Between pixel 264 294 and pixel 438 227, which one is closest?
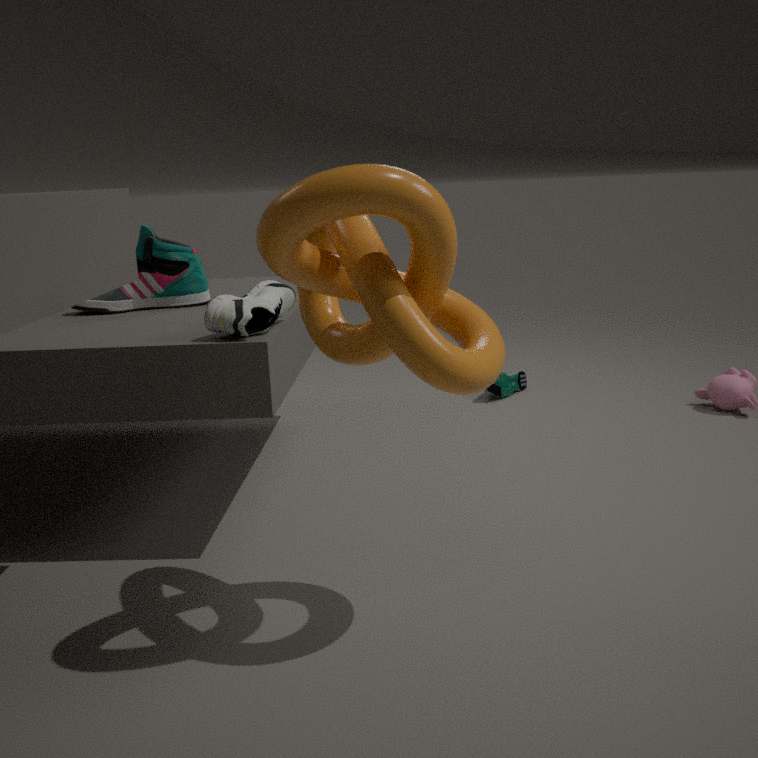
pixel 438 227
